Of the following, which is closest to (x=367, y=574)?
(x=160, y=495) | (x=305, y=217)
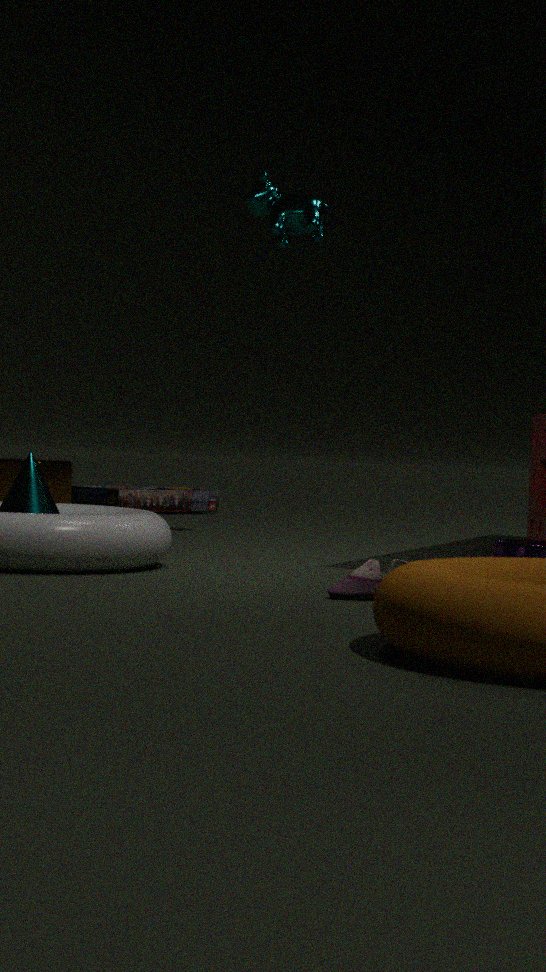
(x=305, y=217)
